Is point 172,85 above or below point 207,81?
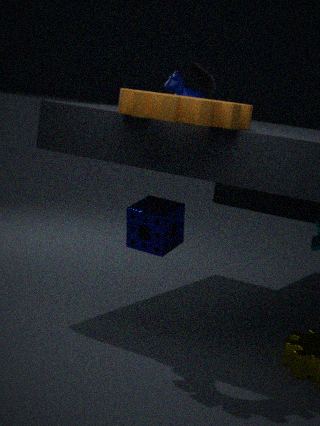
below
